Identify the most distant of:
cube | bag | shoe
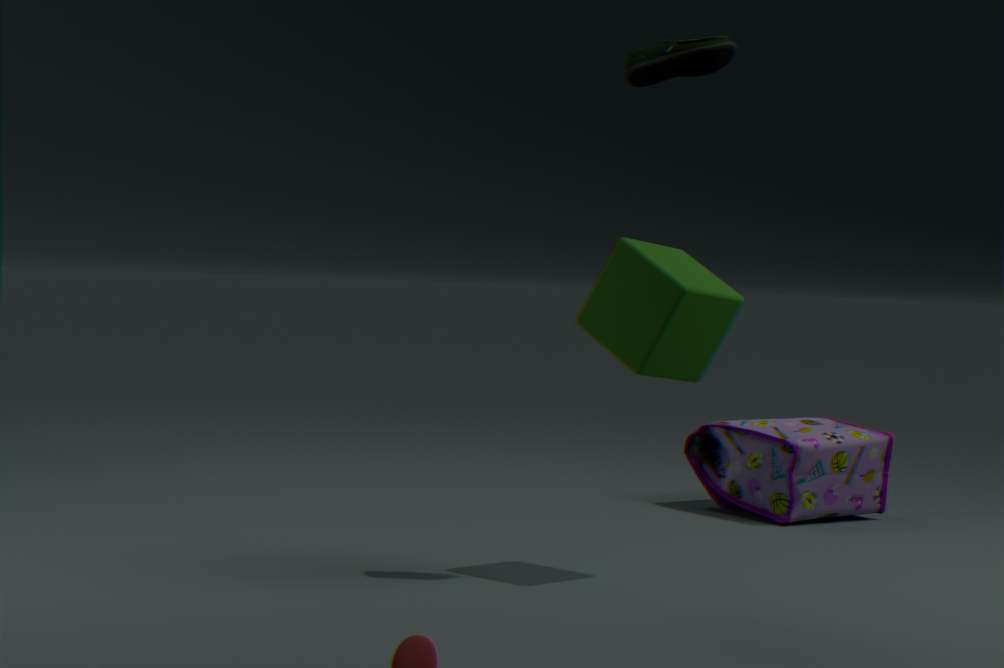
bag
